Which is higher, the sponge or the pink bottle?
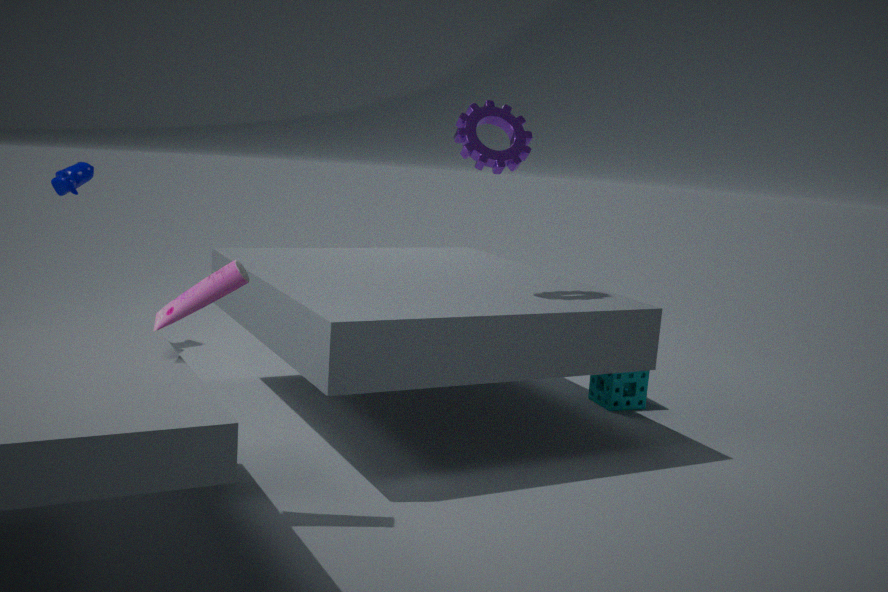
the pink bottle
